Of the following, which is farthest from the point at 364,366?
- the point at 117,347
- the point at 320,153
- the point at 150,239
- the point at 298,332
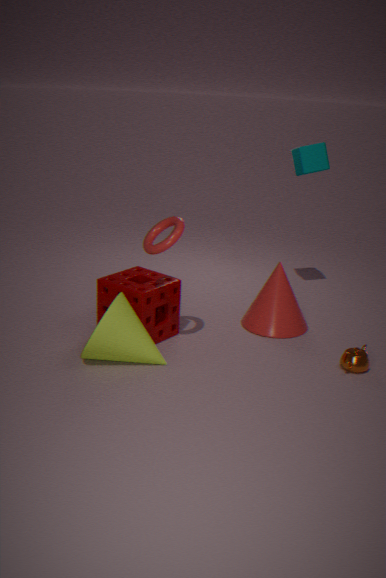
the point at 320,153
